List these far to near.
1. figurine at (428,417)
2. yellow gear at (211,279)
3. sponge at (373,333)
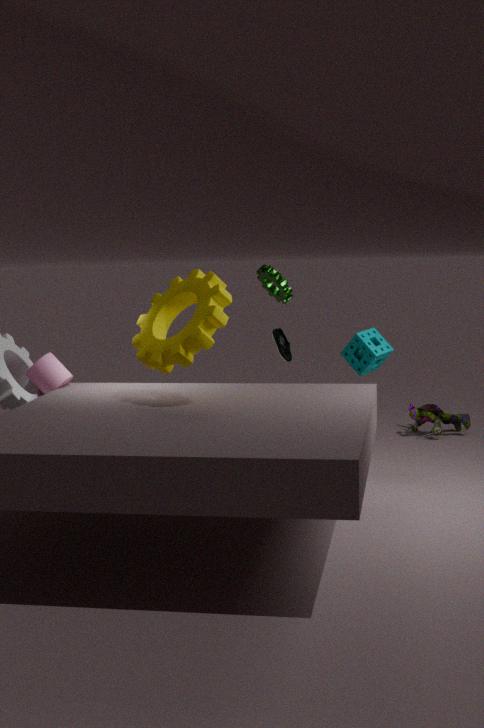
figurine at (428,417) < sponge at (373,333) < yellow gear at (211,279)
